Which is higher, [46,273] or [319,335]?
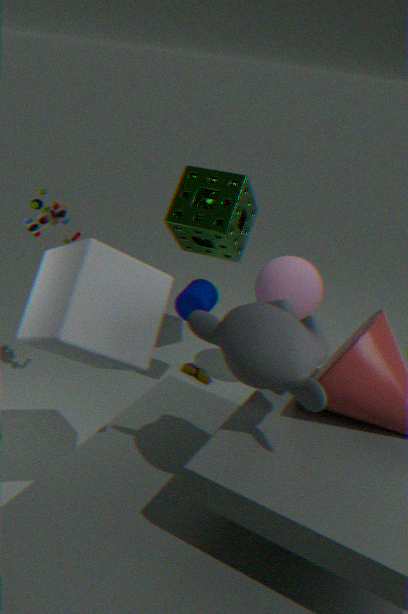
[319,335]
